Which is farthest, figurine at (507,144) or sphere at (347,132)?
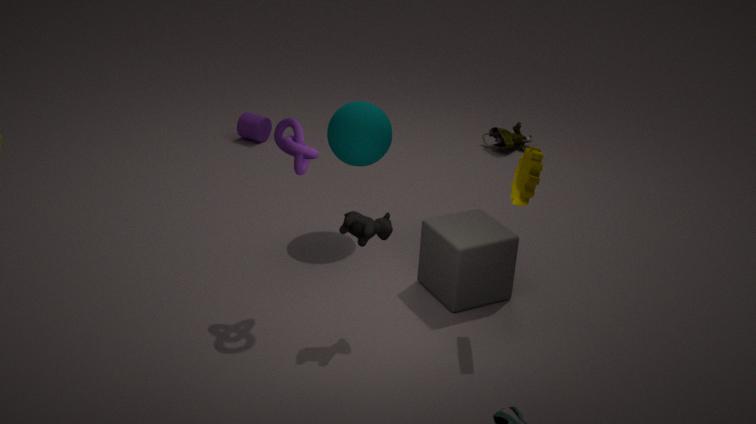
figurine at (507,144)
